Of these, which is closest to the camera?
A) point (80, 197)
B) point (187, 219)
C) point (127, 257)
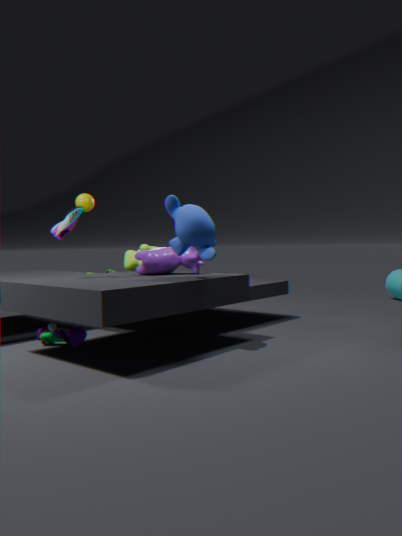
Result: point (187, 219)
